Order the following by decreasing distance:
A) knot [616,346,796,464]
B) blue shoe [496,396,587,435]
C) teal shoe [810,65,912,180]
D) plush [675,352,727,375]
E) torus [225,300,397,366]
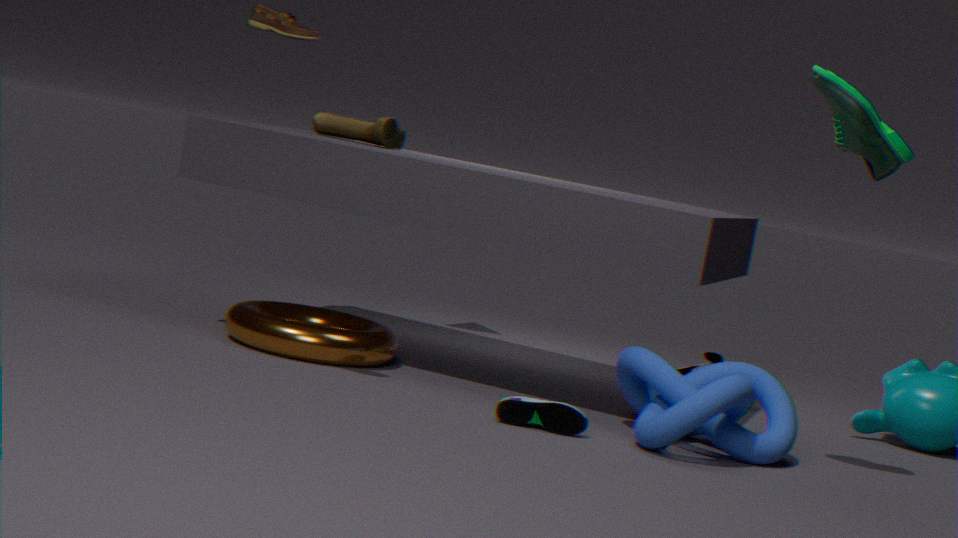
plush [675,352,727,375] < torus [225,300,397,366] < blue shoe [496,396,587,435] < knot [616,346,796,464] < teal shoe [810,65,912,180]
